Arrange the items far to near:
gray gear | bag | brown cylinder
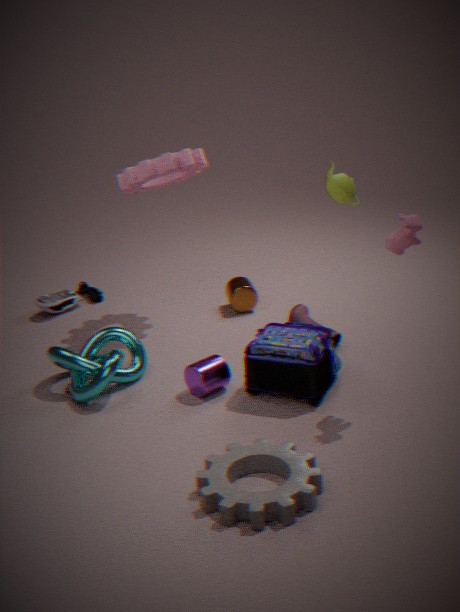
brown cylinder, bag, gray gear
